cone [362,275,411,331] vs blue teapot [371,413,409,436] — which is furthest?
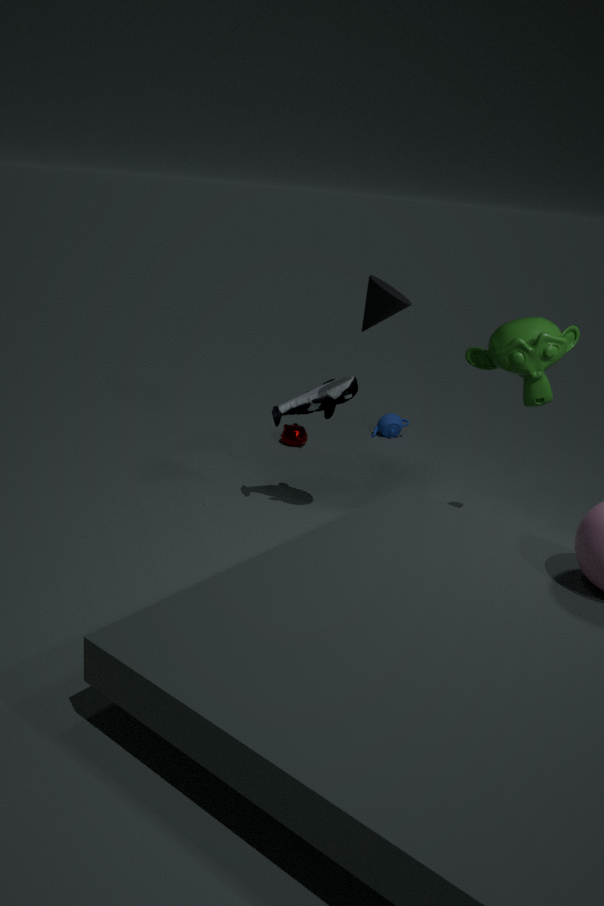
blue teapot [371,413,409,436]
